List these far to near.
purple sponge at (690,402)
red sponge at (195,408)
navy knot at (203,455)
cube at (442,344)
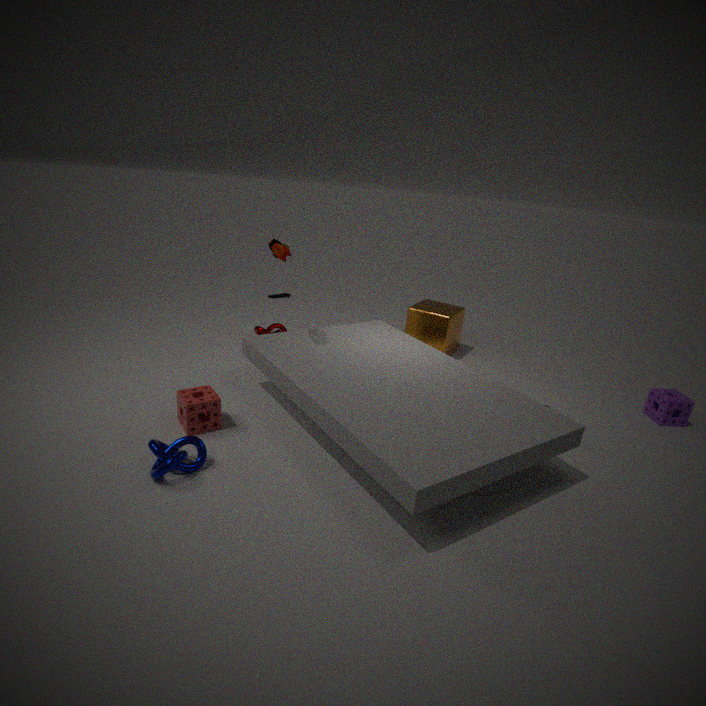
cube at (442,344) < purple sponge at (690,402) < red sponge at (195,408) < navy knot at (203,455)
